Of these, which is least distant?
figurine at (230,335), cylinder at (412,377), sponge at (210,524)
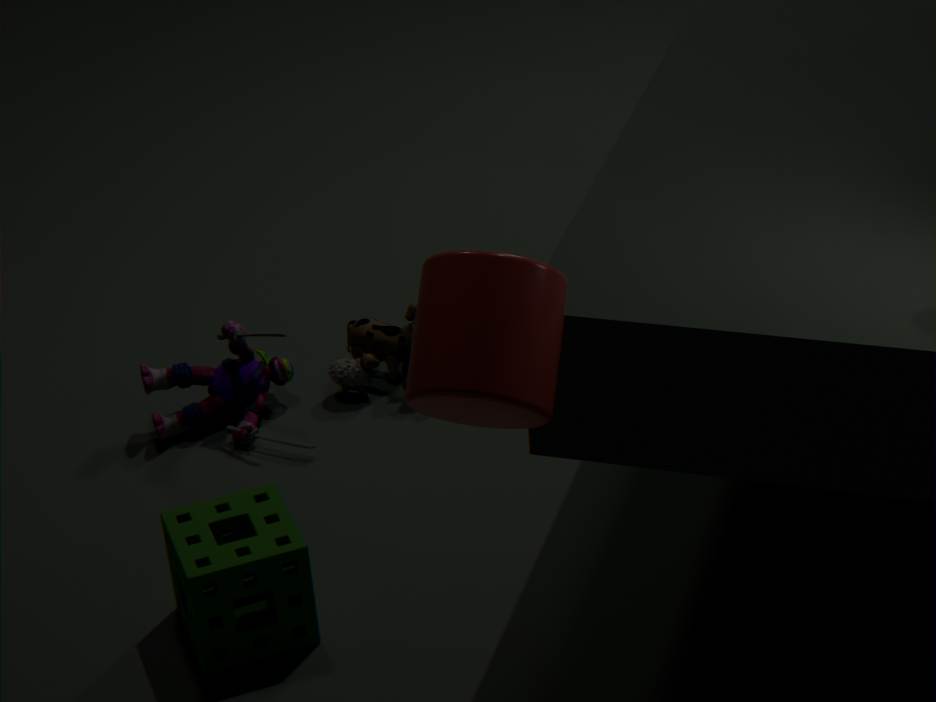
cylinder at (412,377)
